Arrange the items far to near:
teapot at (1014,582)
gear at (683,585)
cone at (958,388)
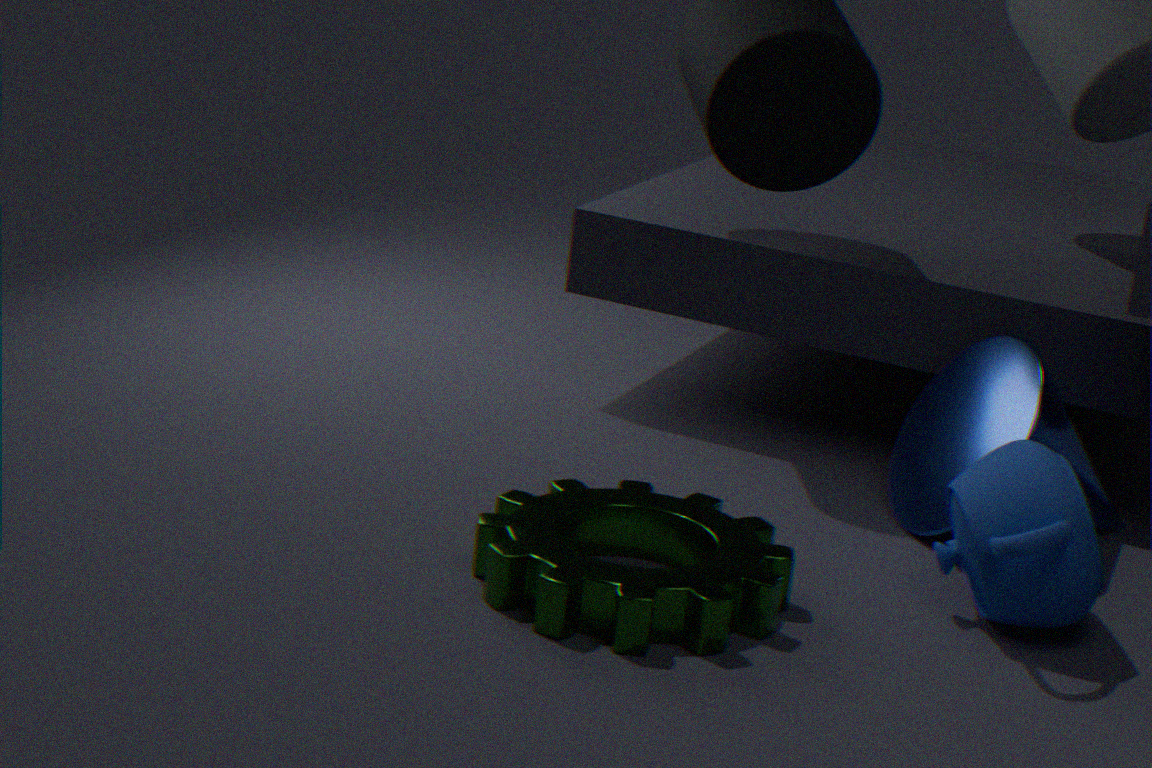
cone at (958,388) → teapot at (1014,582) → gear at (683,585)
